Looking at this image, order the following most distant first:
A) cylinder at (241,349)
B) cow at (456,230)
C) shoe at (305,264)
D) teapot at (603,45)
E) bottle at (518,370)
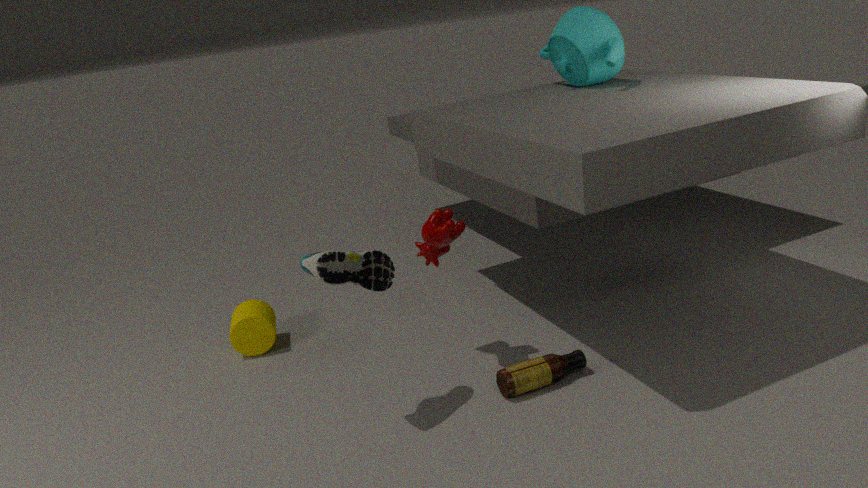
teapot at (603,45), cylinder at (241,349), cow at (456,230), bottle at (518,370), shoe at (305,264)
